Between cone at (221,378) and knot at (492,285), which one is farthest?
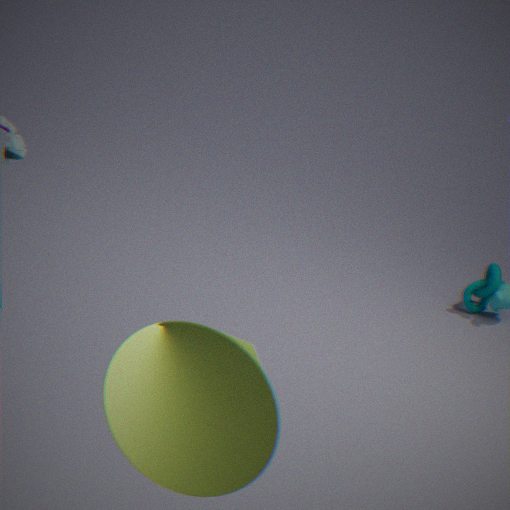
knot at (492,285)
